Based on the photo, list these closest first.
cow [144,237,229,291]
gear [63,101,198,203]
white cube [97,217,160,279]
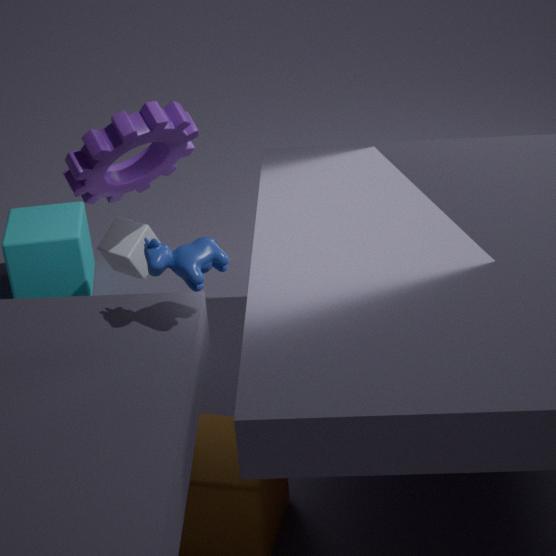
cow [144,237,229,291]
gear [63,101,198,203]
white cube [97,217,160,279]
